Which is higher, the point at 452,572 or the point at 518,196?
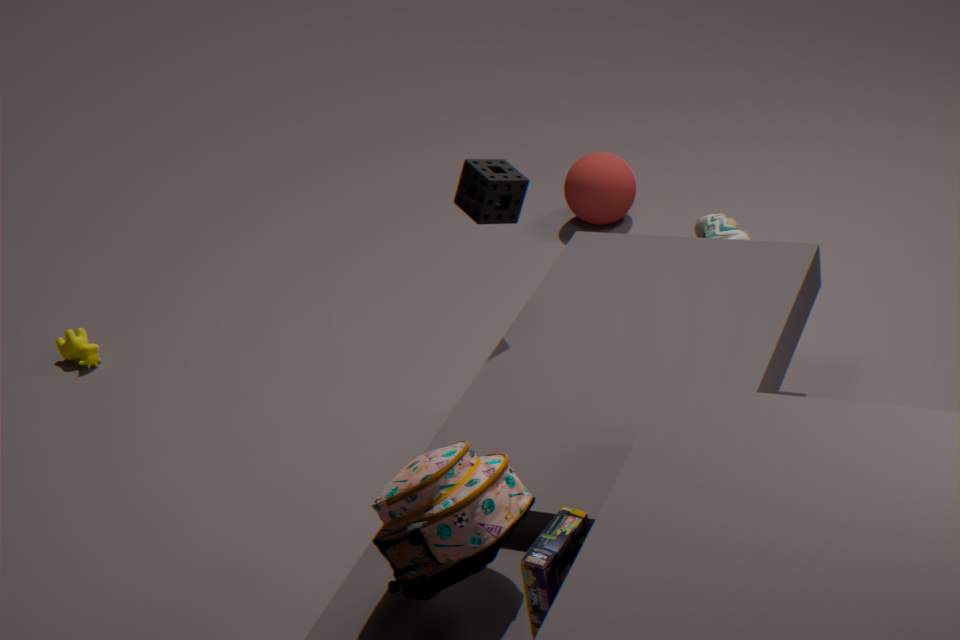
the point at 518,196
